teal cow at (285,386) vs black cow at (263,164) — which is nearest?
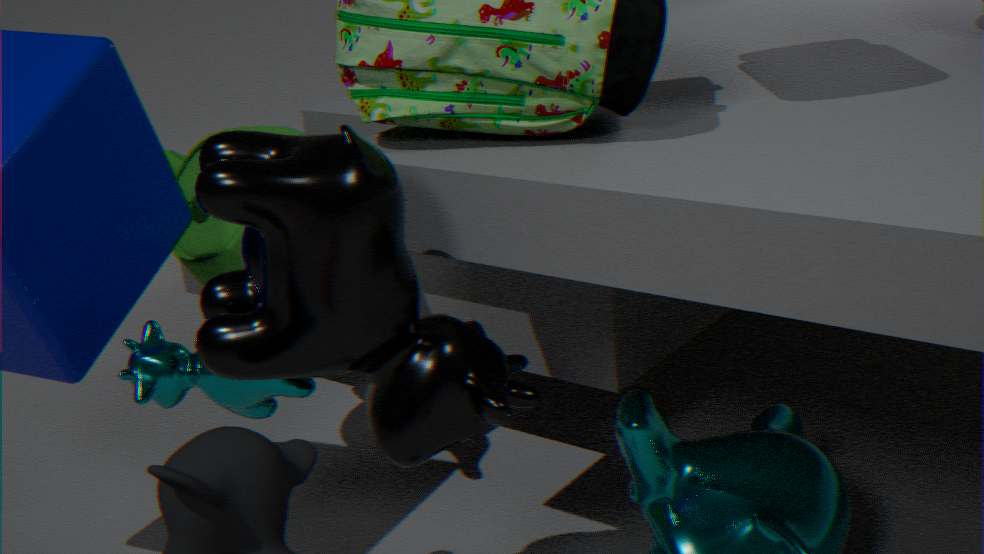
black cow at (263,164)
